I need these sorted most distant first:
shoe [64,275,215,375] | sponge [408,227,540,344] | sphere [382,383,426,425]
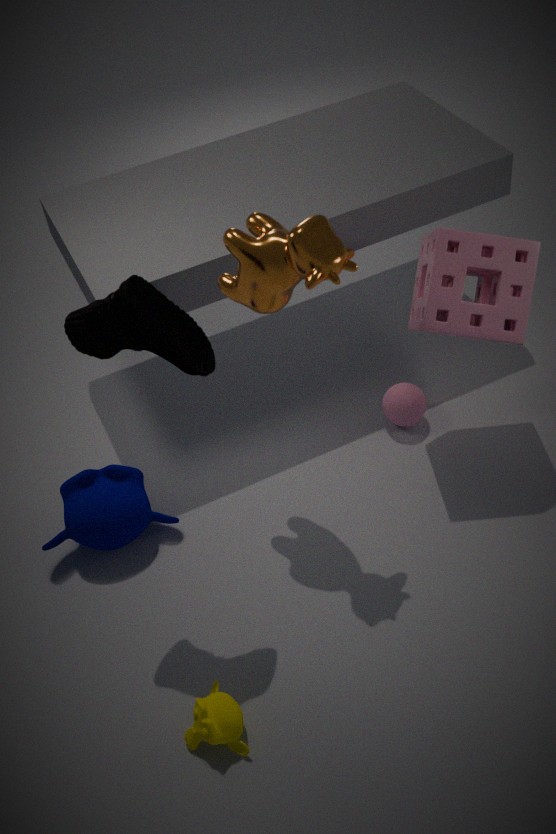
sphere [382,383,426,425]
sponge [408,227,540,344]
shoe [64,275,215,375]
